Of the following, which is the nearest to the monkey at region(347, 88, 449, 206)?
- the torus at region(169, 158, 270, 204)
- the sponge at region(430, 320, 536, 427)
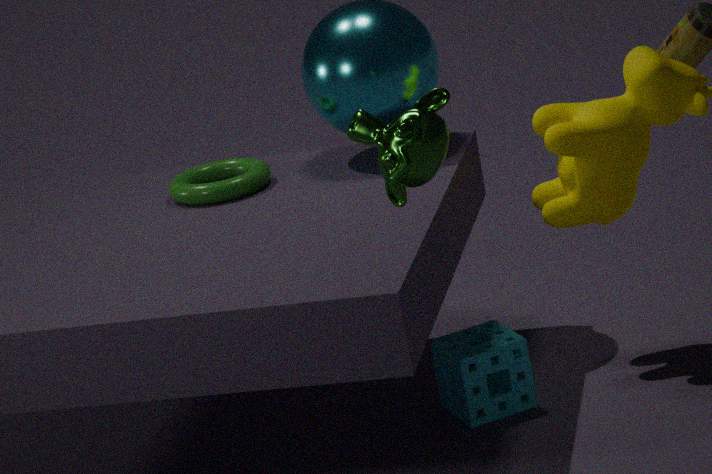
the sponge at region(430, 320, 536, 427)
